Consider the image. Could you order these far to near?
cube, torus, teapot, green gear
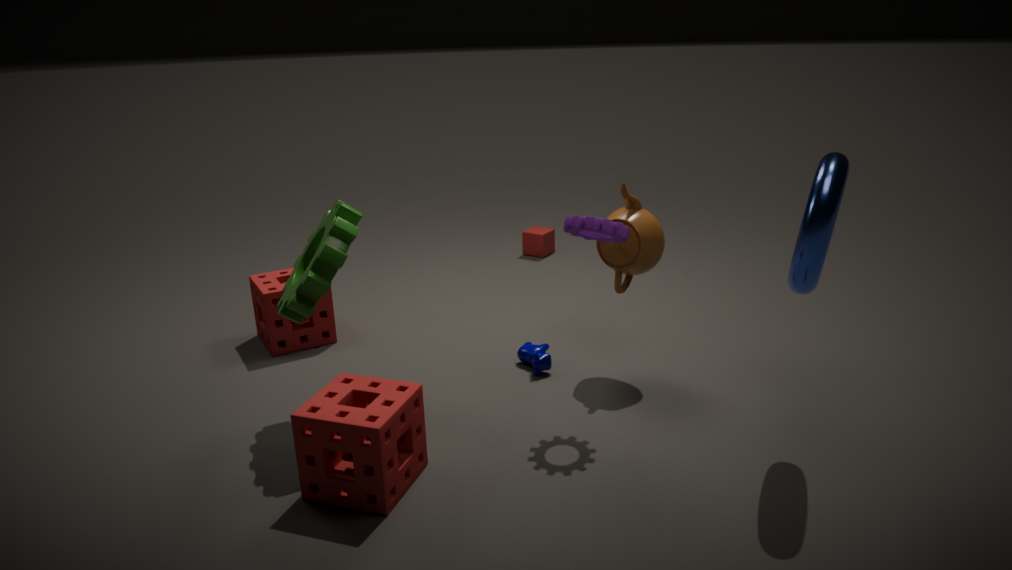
cube
teapot
green gear
torus
